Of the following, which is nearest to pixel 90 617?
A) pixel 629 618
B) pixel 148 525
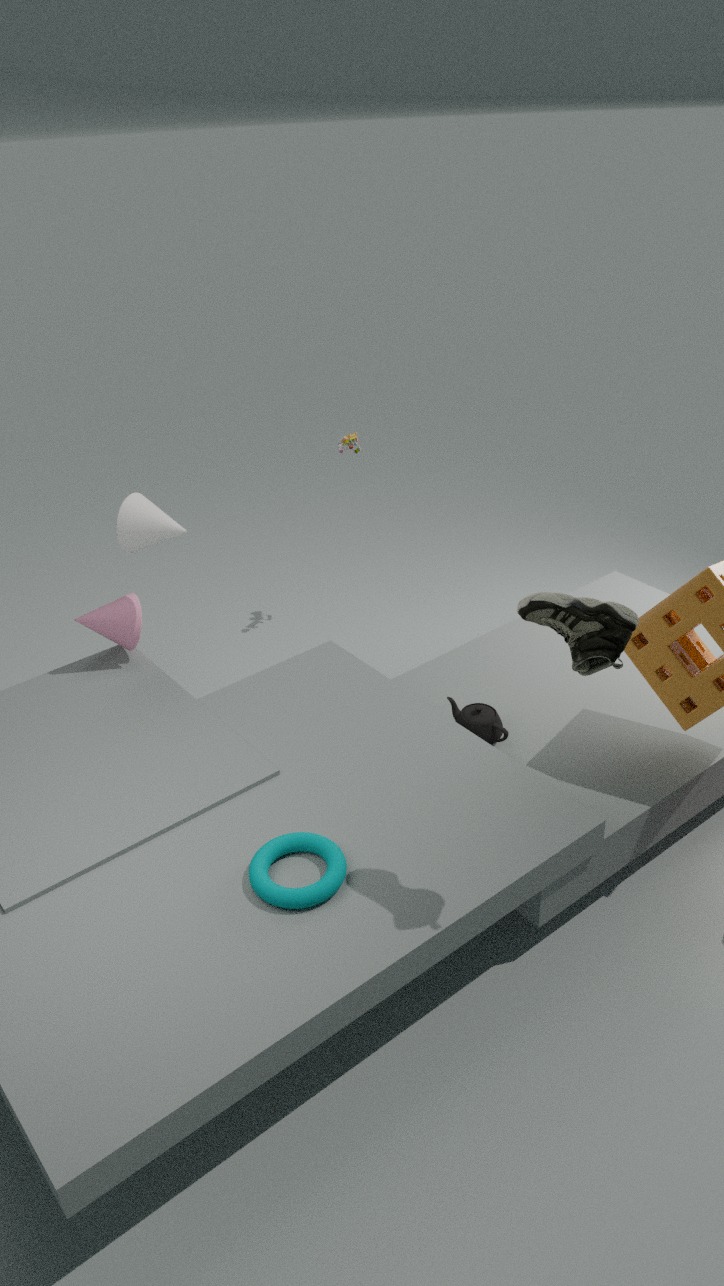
pixel 148 525
